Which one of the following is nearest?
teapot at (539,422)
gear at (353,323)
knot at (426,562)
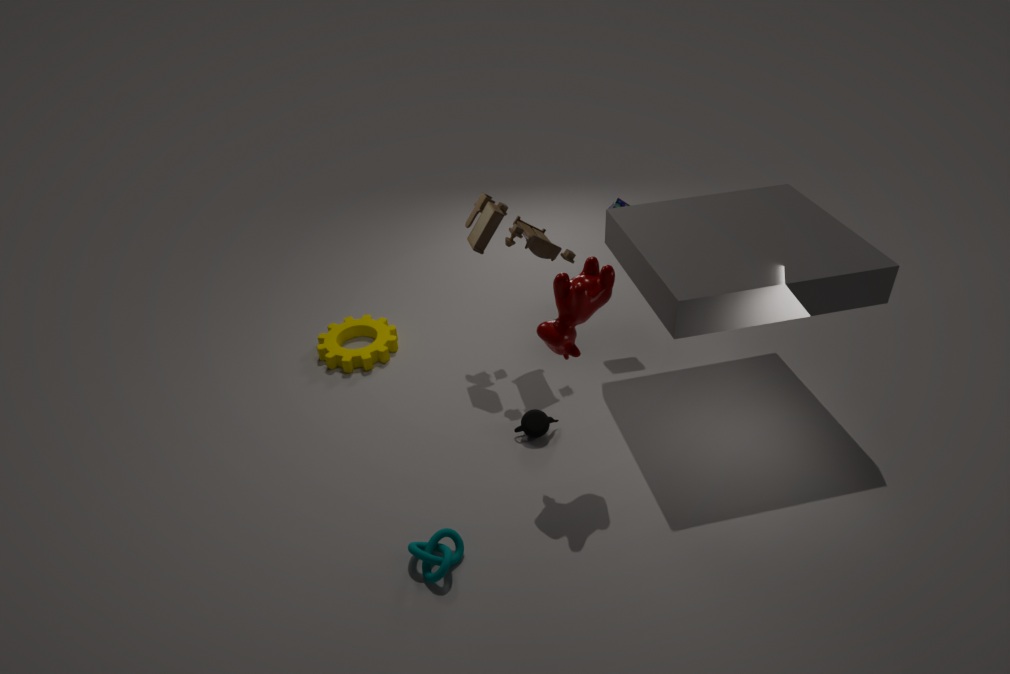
knot at (426,562)
